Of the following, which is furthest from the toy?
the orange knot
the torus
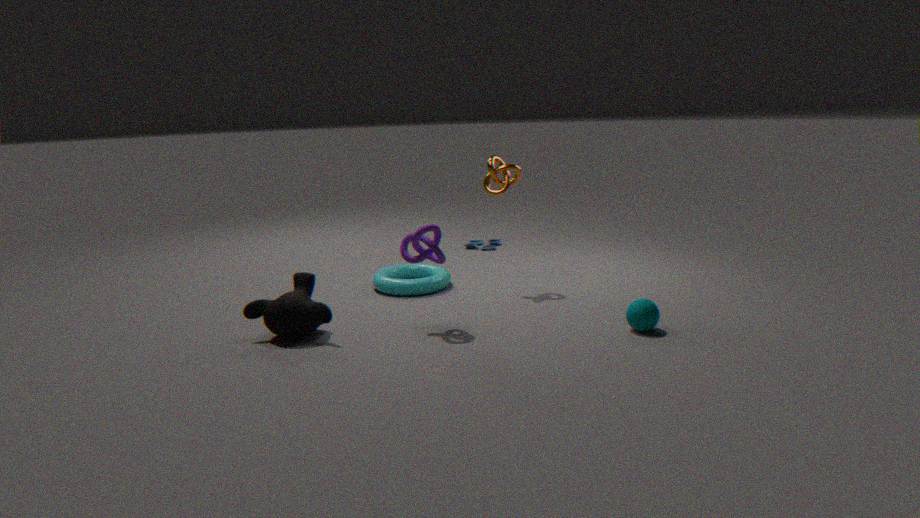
the orange knot
